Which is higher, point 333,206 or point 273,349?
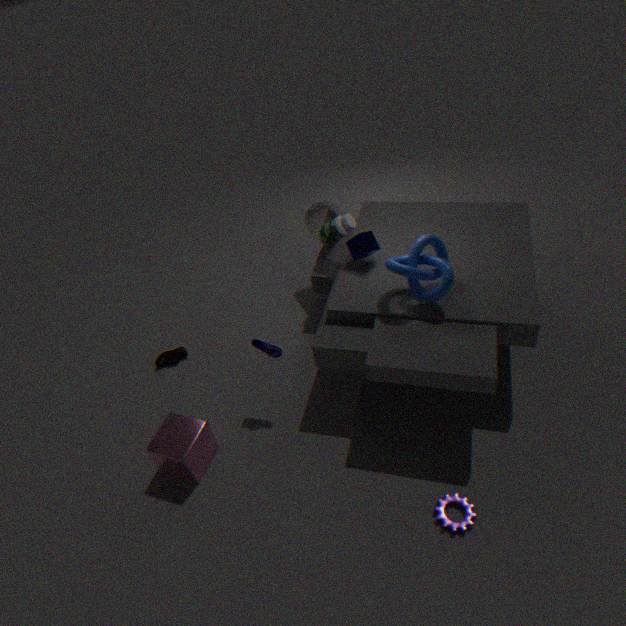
point 333,206
